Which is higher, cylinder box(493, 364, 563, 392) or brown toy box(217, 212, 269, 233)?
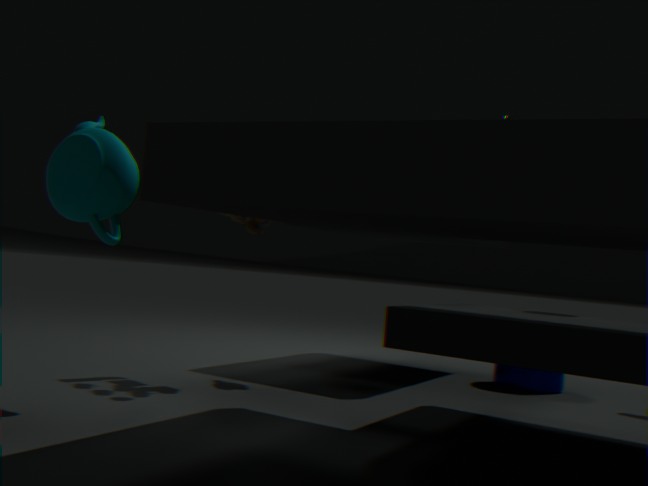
brown toy box(217, 212, 269, 233)
